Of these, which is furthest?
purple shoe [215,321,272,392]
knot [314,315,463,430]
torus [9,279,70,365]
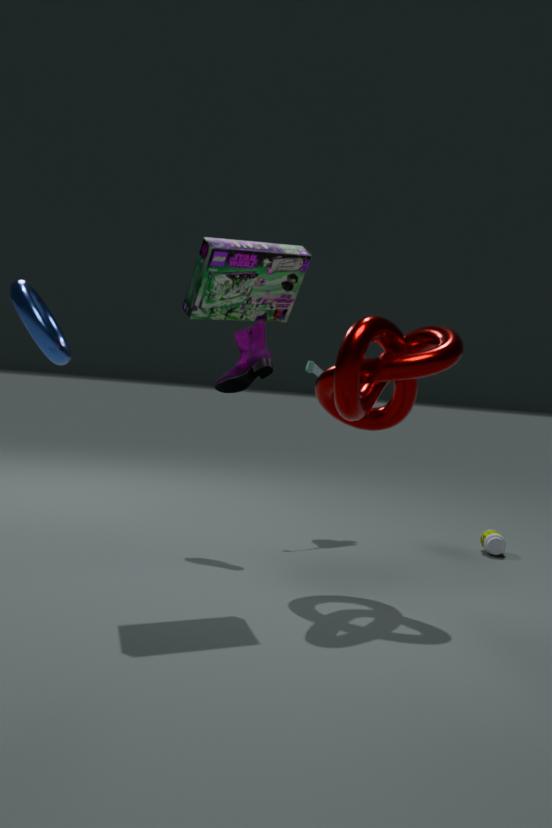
purple shoe [215,321,272,392]
